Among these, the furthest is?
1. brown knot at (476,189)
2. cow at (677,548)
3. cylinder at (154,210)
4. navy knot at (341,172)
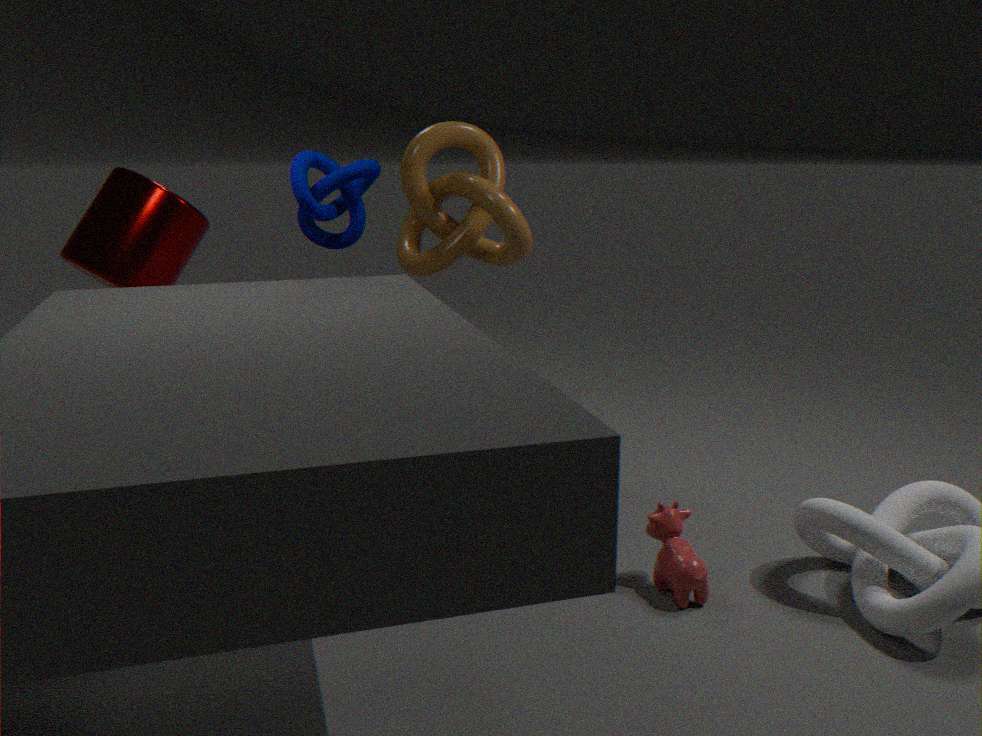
cylinder at (154,210)
